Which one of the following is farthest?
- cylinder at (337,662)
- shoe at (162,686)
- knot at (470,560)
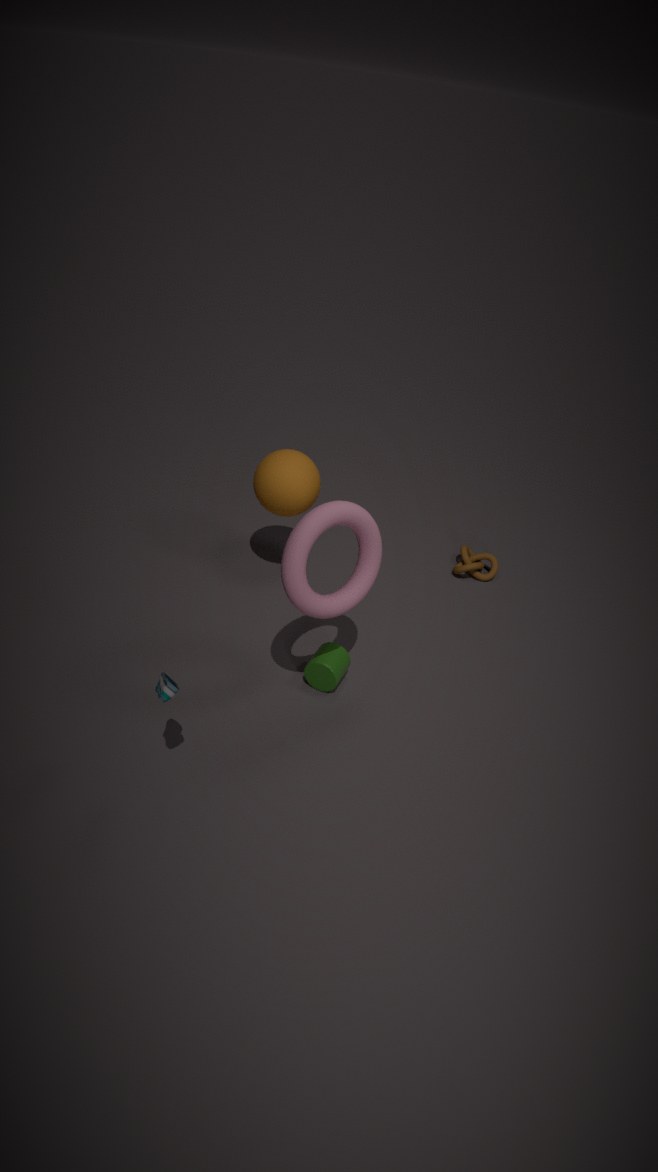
knot at (470,560)
